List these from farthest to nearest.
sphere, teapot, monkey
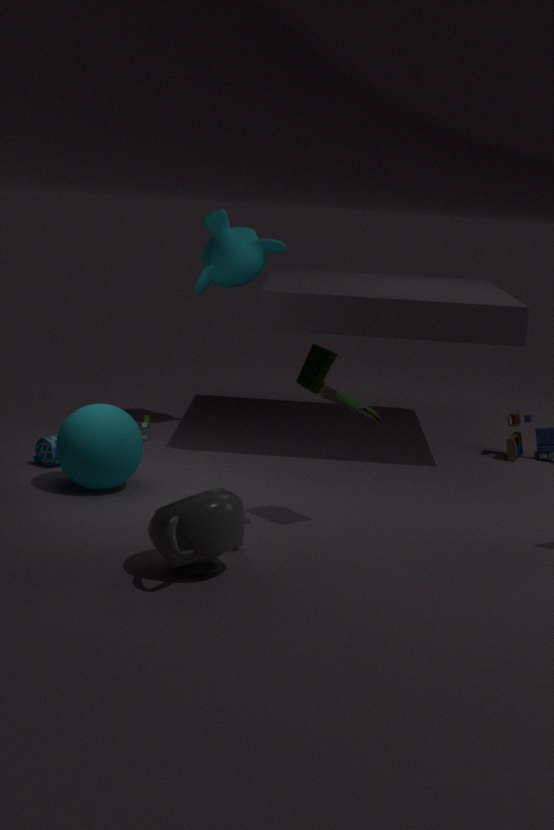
monkey → sphere → teapot
